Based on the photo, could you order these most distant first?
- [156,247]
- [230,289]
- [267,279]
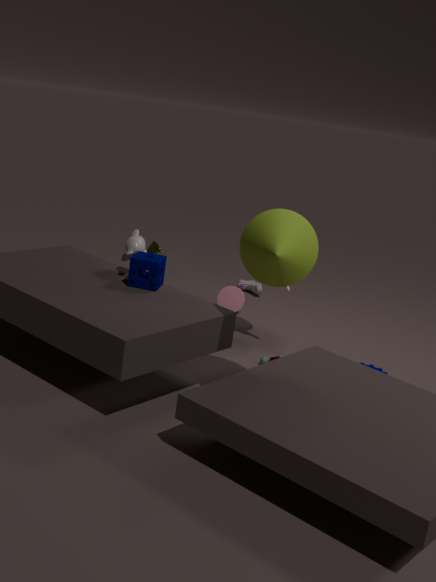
[156,247]
[230,289]
[267,279]
